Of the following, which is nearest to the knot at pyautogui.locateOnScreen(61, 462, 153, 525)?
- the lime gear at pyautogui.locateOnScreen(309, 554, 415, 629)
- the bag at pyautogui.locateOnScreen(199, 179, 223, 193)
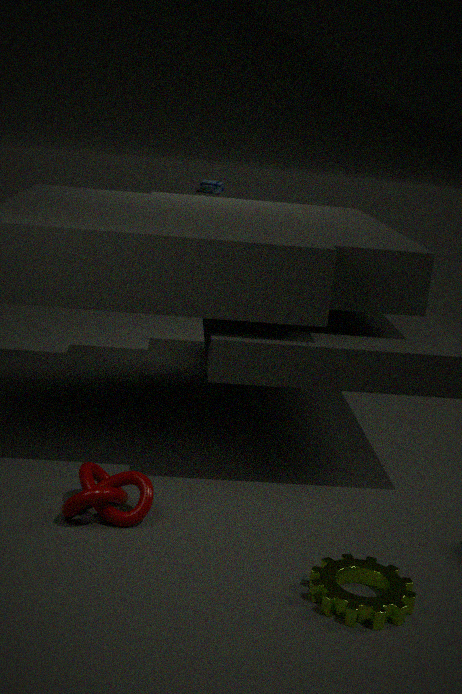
the lime gear at pyautogui.locateOnScreen(309, 554, 415, 629)
